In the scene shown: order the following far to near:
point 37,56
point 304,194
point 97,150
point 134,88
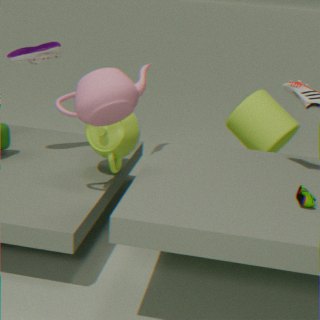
point 37,56, point 97,150, point 134,88, point 304,194
